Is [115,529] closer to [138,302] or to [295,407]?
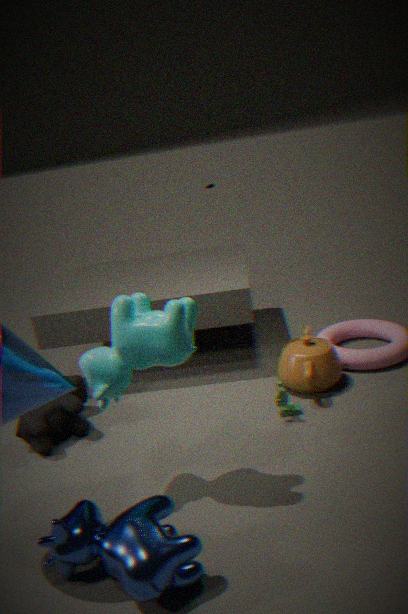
[138,302]
